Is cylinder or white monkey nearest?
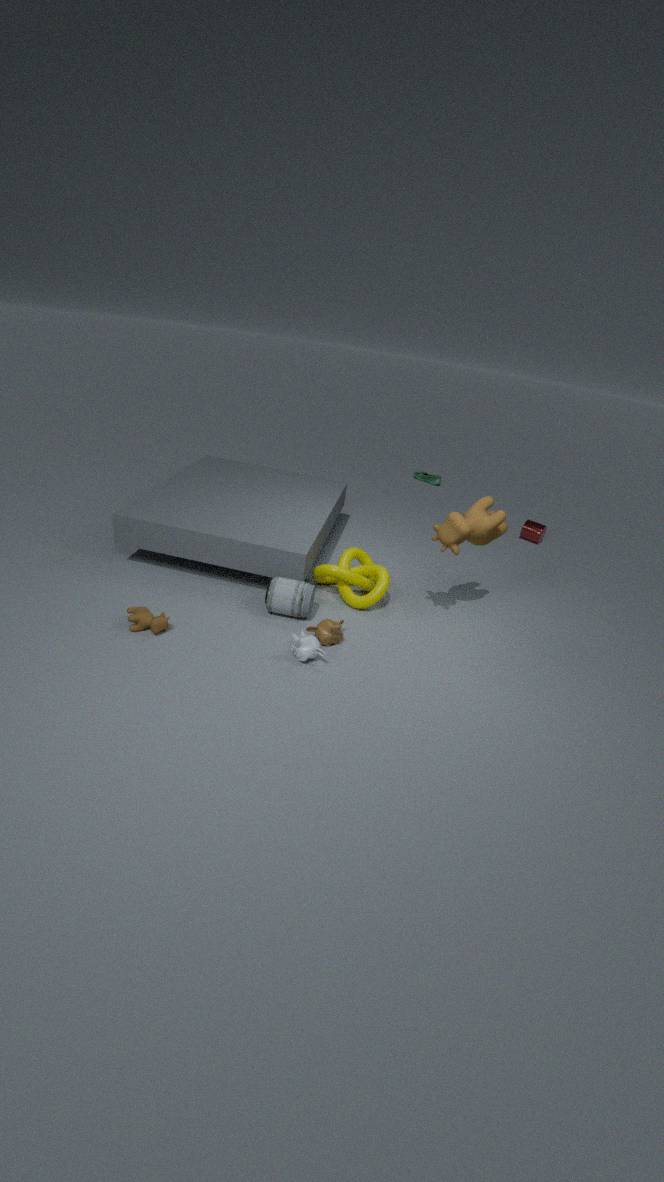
white monkey
